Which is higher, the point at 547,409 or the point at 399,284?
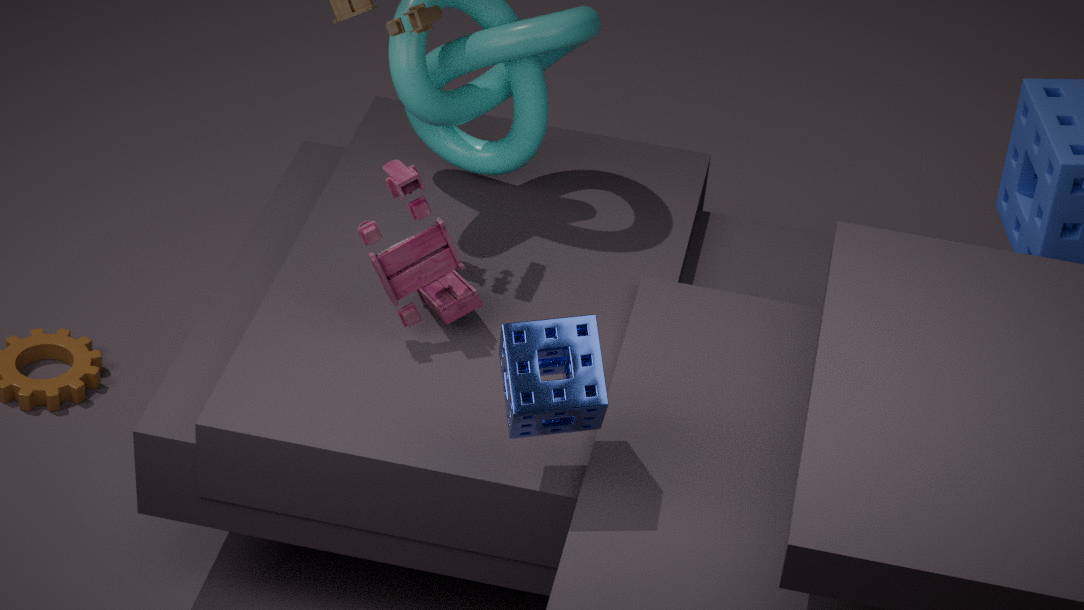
the point at 547,409
